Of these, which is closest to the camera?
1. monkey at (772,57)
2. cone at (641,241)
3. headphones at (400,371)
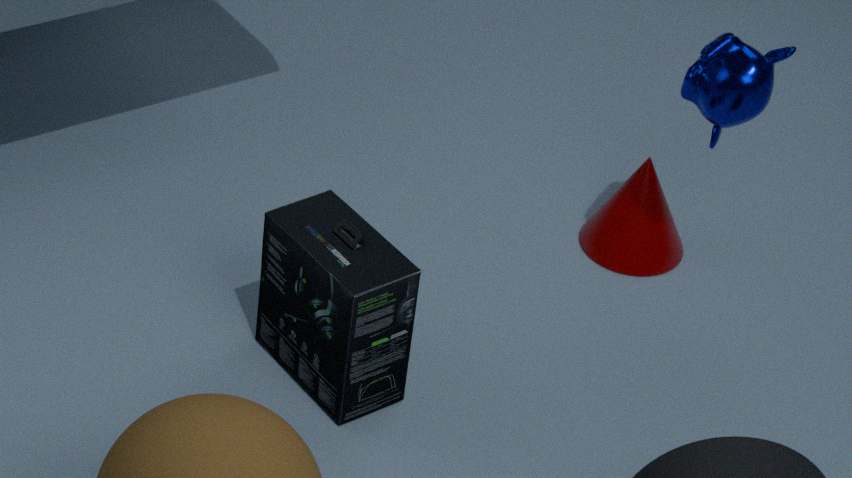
headphones at (400,371)
